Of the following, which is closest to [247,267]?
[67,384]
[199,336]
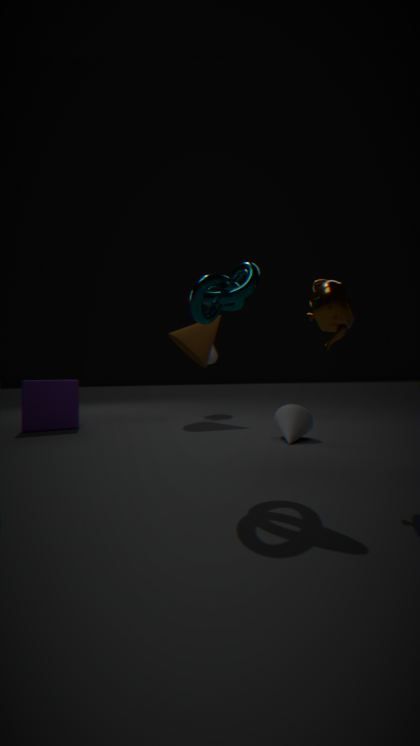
[199,336]
